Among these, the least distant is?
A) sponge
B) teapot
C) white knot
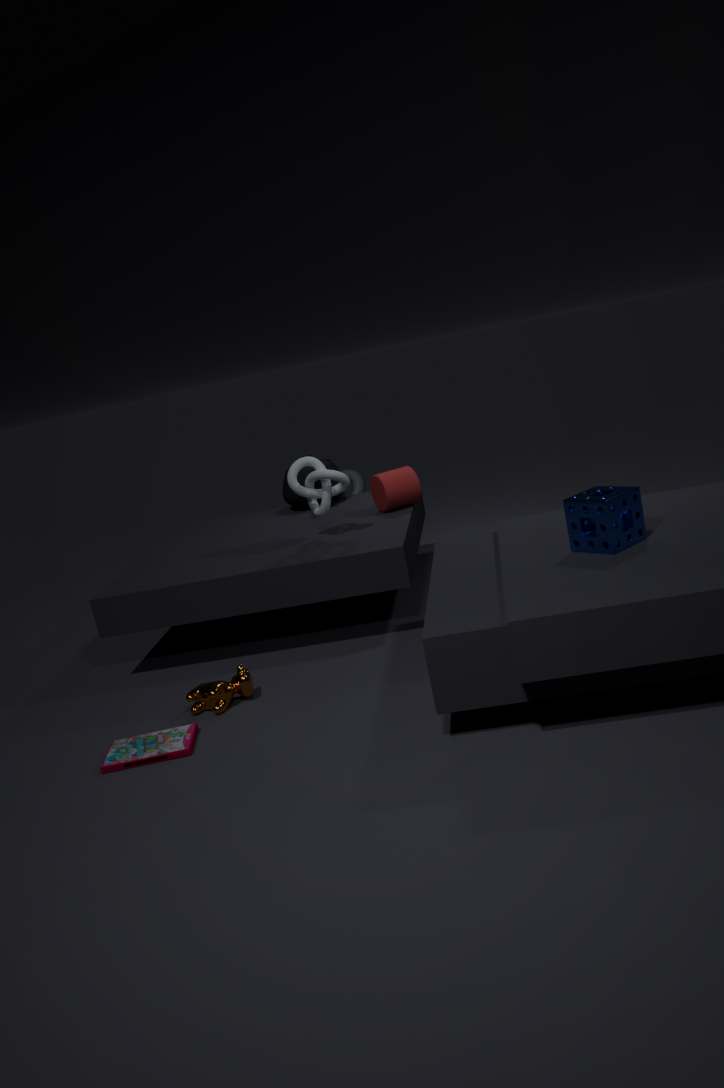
sponge
